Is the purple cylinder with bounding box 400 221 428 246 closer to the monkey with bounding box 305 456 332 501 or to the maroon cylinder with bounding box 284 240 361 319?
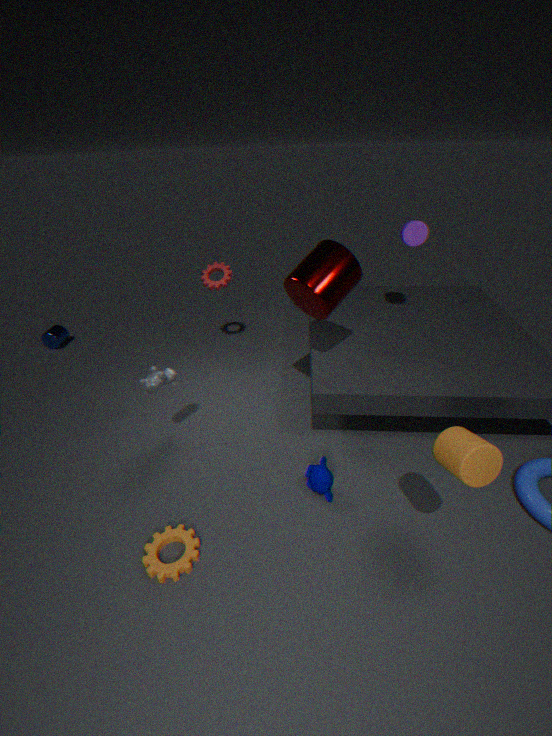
the maroon cylinder with bounding box 284 240 361 319
